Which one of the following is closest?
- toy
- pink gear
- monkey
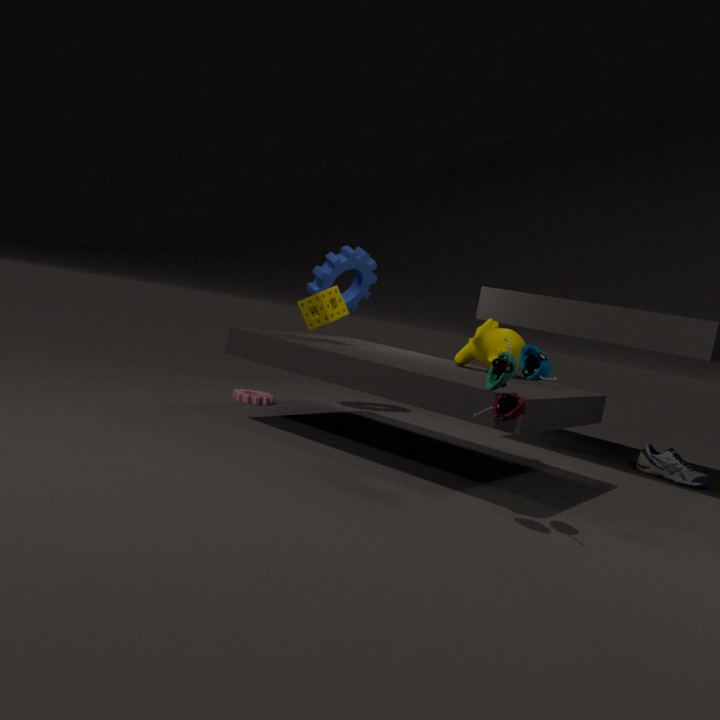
toy
